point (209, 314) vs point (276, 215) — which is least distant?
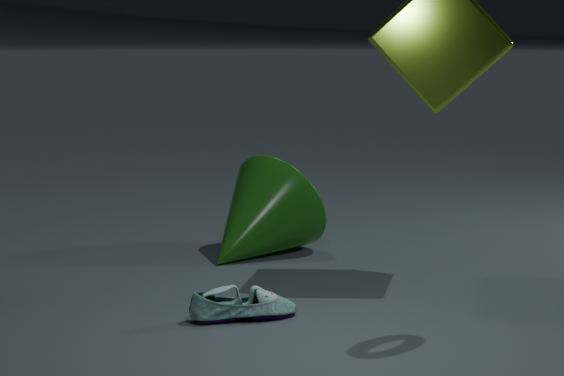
point (209, 314)
